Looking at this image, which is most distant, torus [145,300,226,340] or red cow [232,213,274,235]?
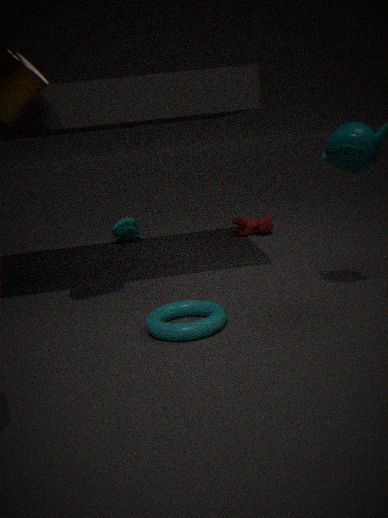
red cow [232,213,274,235]
